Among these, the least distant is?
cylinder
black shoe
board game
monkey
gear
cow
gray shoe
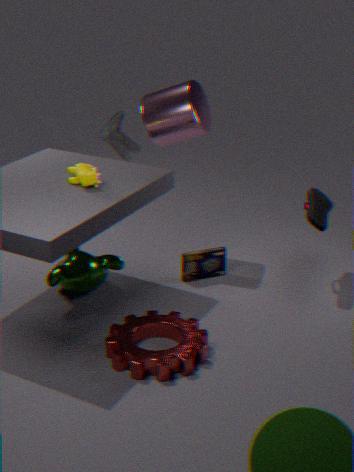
gear
